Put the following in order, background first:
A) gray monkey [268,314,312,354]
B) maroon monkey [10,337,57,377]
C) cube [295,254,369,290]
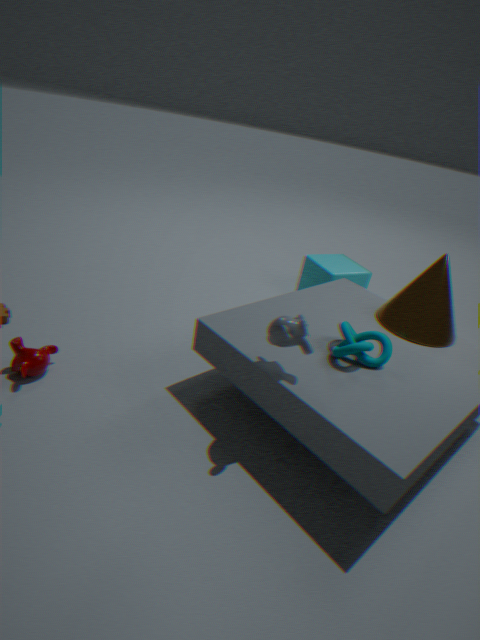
C. cube [295,254,369,290] → B. maroon monkey [10,337,57,377] → A. gray monkey [268,314,312,354]
